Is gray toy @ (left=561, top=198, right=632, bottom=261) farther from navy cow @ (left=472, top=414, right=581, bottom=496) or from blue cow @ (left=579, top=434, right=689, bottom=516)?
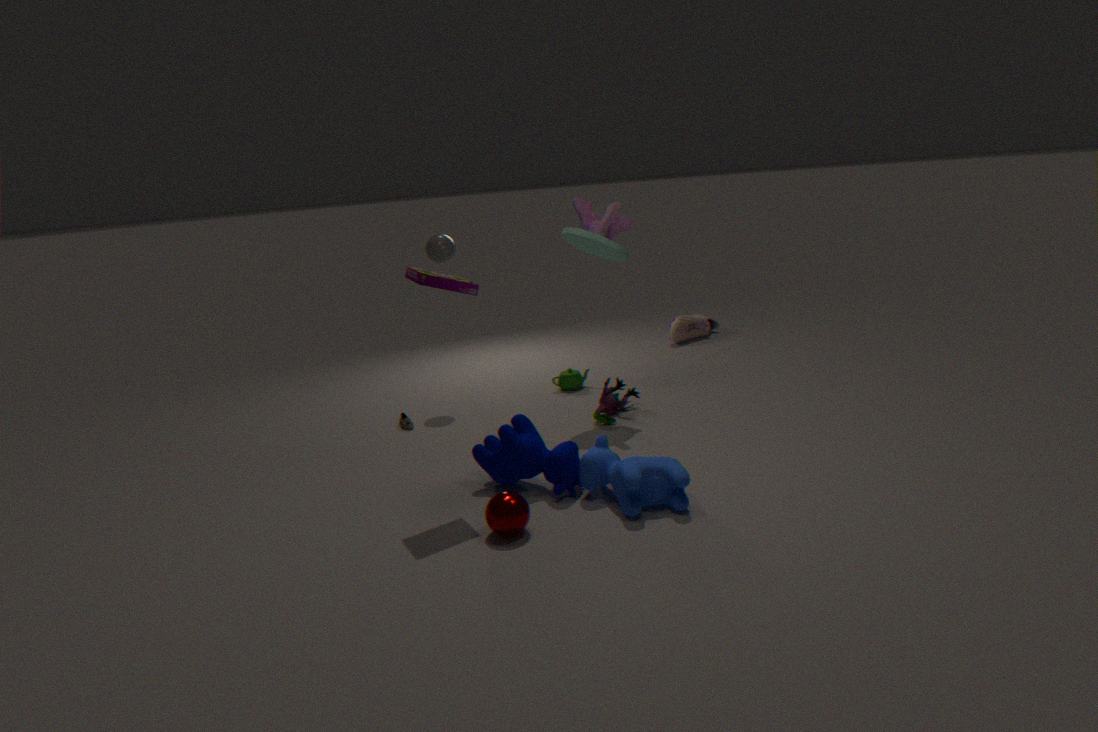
blue cow @ (left=579, top=434, right=689, bottom=516)
